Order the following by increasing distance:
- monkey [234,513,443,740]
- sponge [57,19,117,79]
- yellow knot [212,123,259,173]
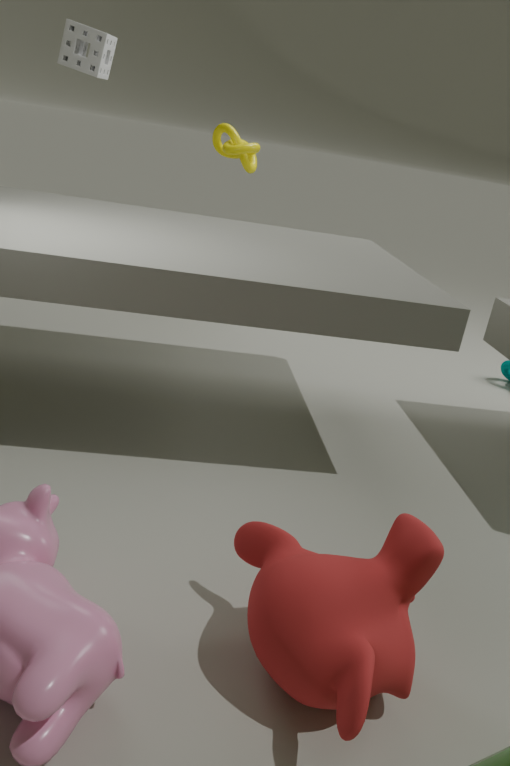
monkey [234,513,443,740]
sponge [57,19,117,79]
yellow knot [212,123,259,173]
